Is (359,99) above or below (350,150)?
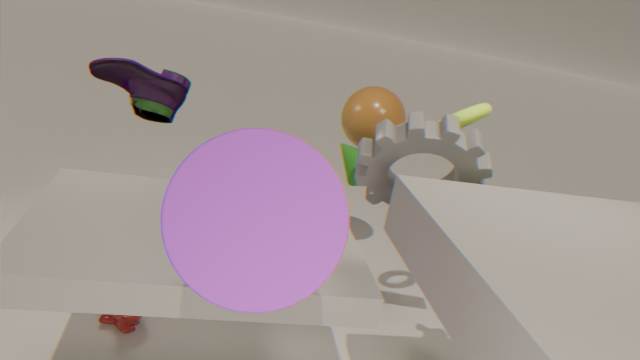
above
